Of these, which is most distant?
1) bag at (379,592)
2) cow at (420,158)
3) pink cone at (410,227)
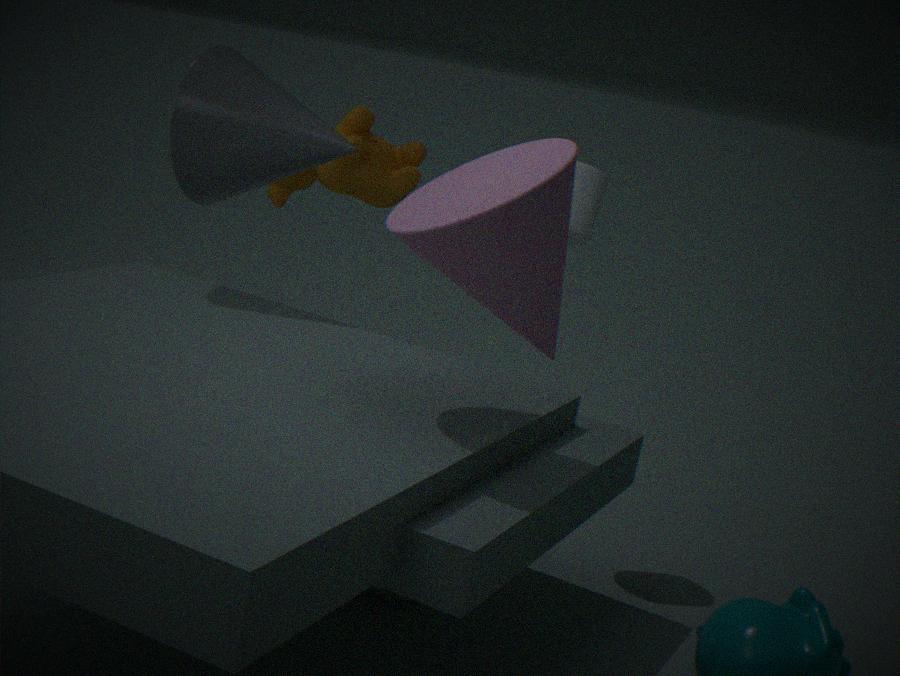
2. cow at (420,158)
